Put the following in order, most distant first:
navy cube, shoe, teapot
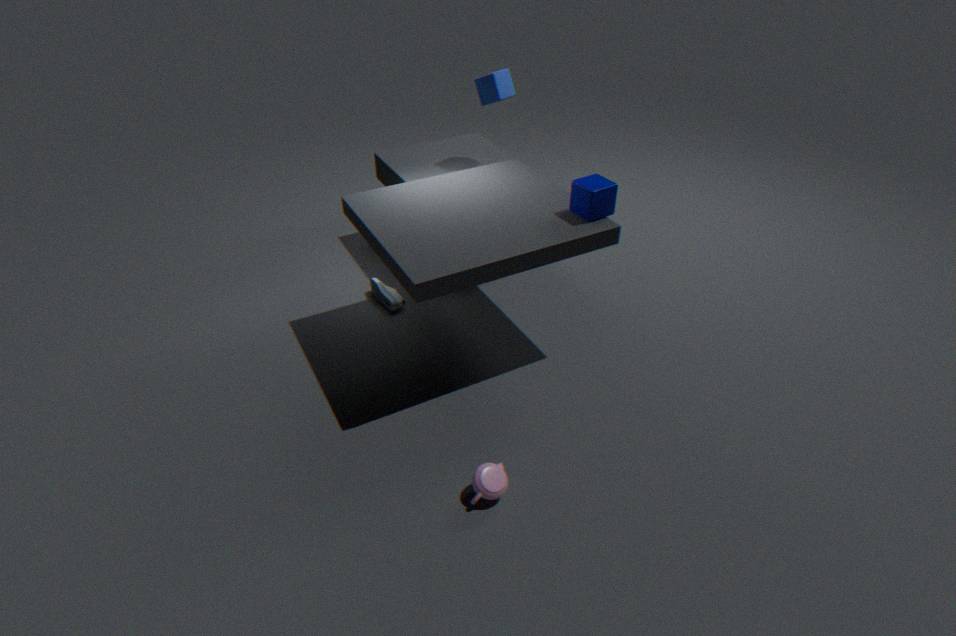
shoe < navy cube < teapot
